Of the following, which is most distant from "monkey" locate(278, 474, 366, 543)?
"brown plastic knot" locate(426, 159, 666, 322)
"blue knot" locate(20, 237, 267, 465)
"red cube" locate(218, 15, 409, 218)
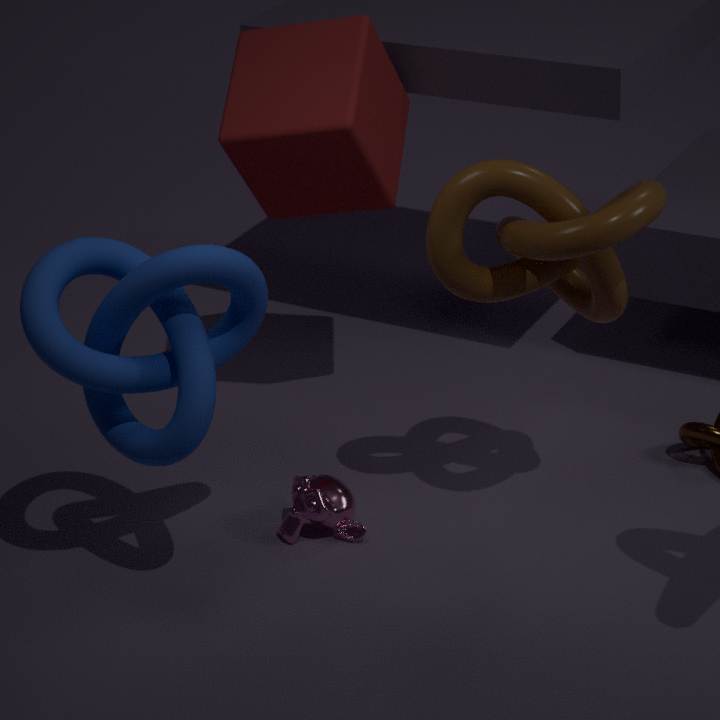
"red cube" locate(218, 15, 409, 218)
